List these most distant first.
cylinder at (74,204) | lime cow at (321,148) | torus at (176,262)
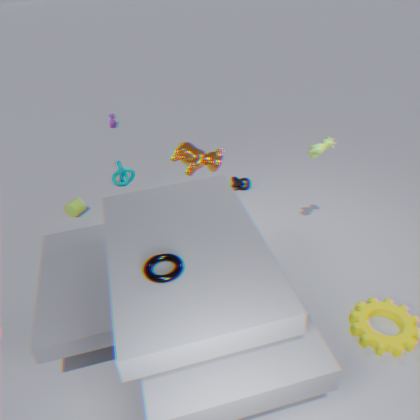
cylinder at (74,204) → lime cow at (321,148) → torus at (176,262)
